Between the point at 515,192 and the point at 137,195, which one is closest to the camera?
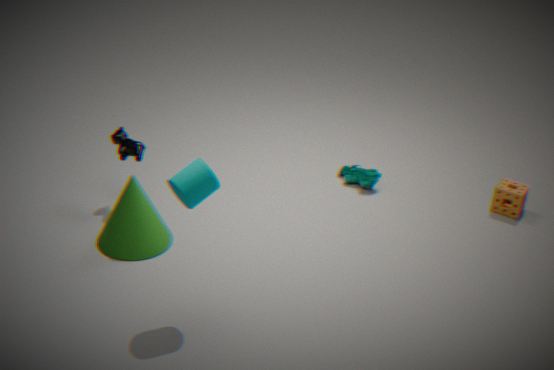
the point at 137,195
